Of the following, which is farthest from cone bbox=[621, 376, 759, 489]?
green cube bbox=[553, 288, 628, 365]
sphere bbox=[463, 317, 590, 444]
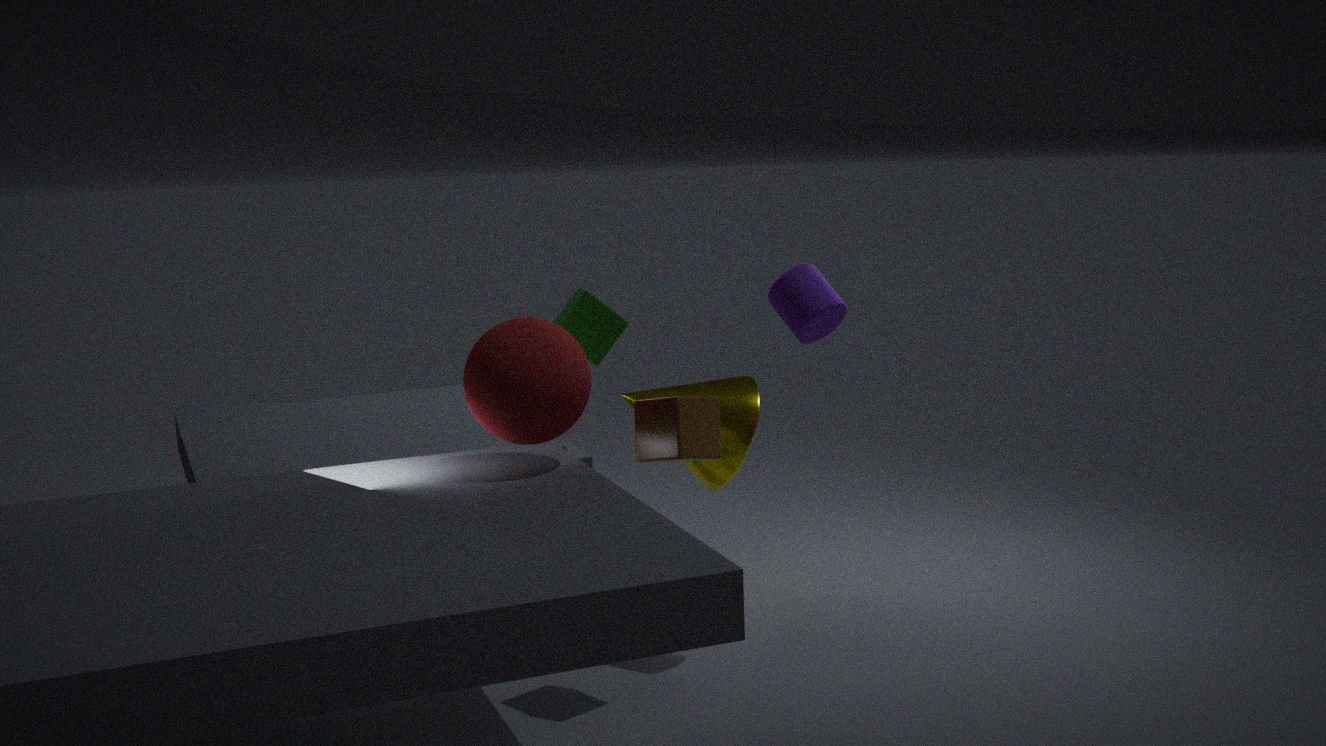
sphere bbox=[463, 317, 590, 444]
